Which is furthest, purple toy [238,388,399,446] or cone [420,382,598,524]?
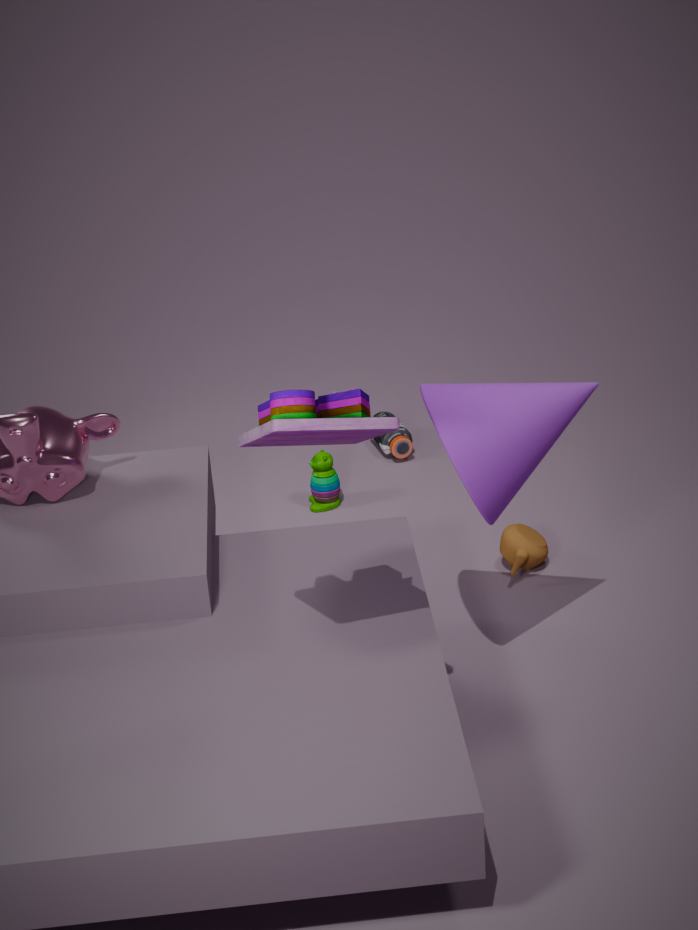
cone [420,382,598,524]
